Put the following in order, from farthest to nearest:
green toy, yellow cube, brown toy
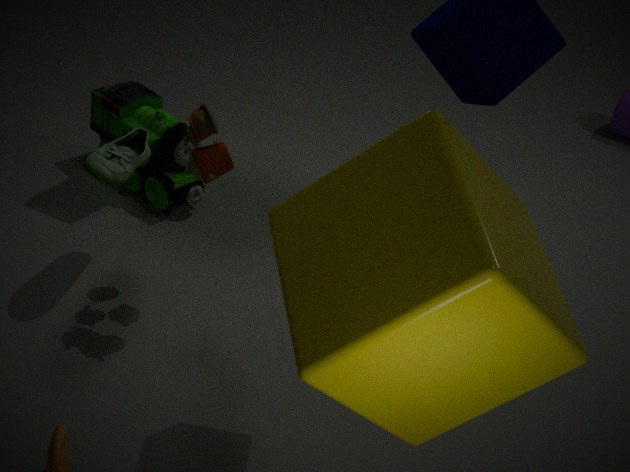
green toy, brown toy, yellow cube
